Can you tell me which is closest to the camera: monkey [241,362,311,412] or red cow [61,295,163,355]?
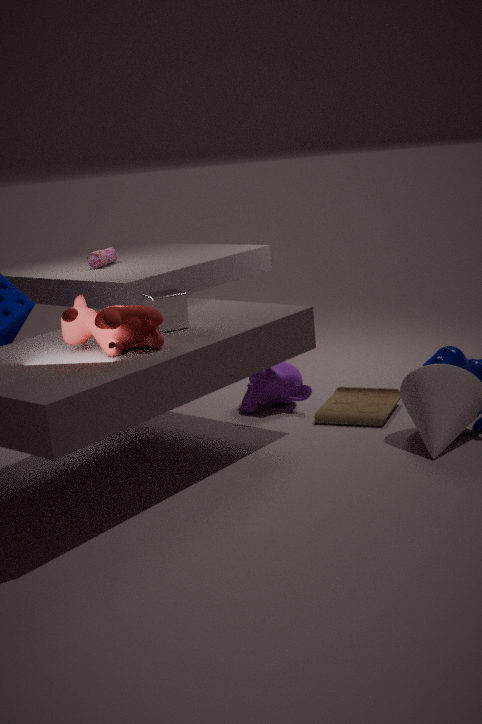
red cow [61,295,163,355]
